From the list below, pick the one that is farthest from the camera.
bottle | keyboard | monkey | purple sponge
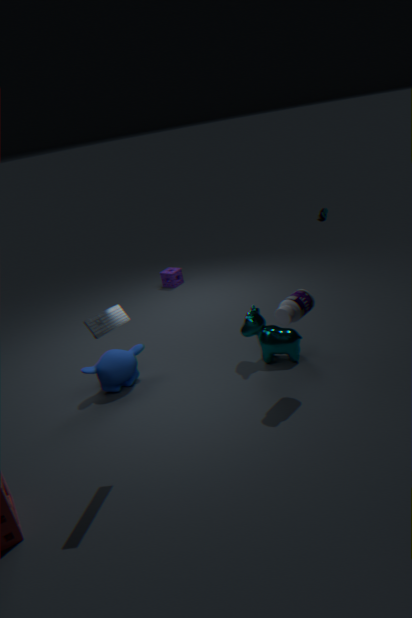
purple sponge
